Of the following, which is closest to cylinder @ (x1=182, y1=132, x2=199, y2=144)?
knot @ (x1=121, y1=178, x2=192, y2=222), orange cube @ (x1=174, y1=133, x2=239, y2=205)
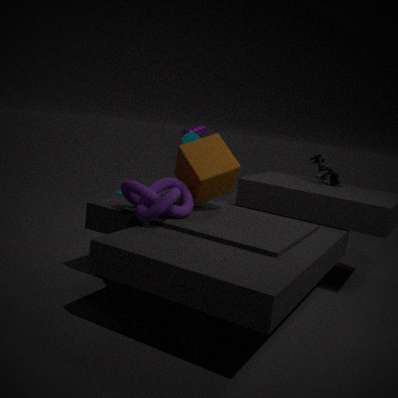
orange cube @ (x1=174, y1=133, x2=239, y2=205)
